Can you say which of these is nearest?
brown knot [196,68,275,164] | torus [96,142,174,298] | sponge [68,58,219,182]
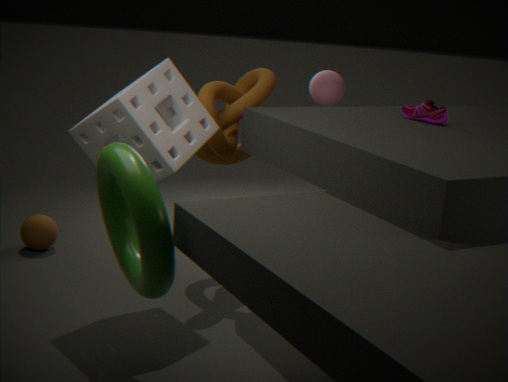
torus [96,142,174,298]
